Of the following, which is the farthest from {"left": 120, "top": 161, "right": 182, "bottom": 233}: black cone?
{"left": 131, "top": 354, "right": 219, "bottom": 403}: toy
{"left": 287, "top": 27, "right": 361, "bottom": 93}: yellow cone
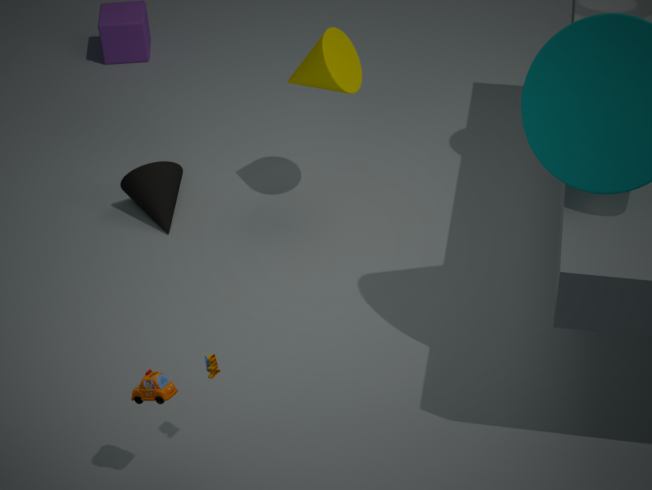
{"left": 131, "top": 354, "right": 219, "bottom": 403}: toy
